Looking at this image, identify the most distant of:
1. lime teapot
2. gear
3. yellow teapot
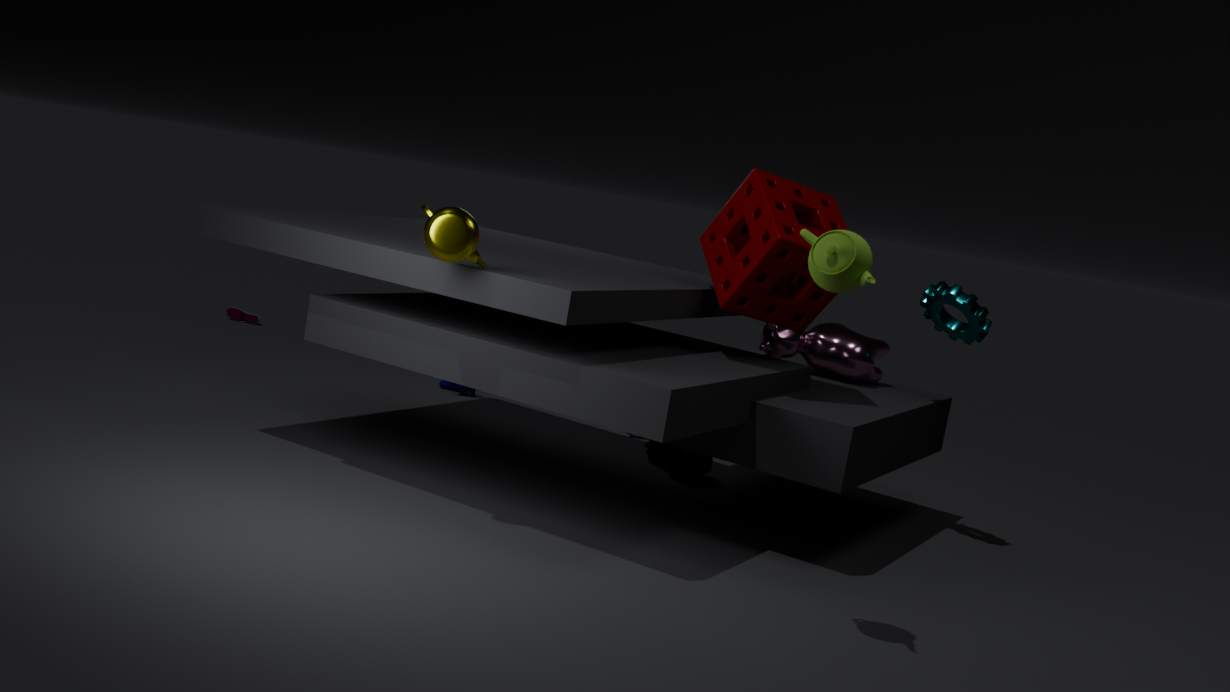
gear
